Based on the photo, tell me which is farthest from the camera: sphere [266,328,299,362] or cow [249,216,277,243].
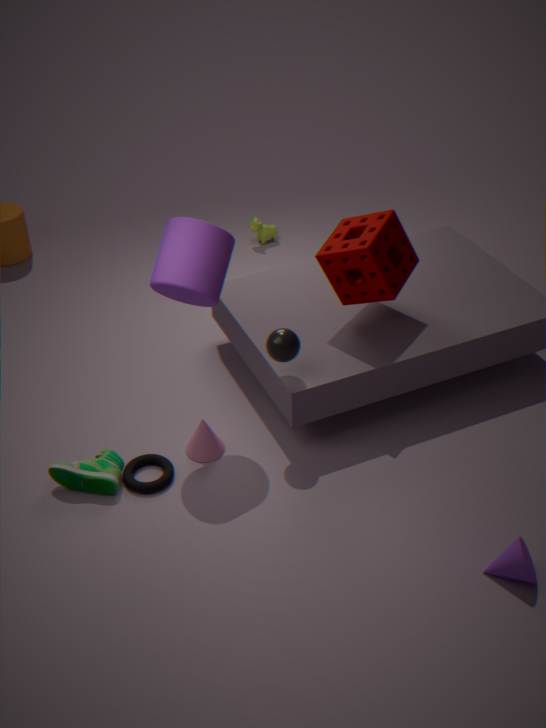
cow [249,216,277,243]
